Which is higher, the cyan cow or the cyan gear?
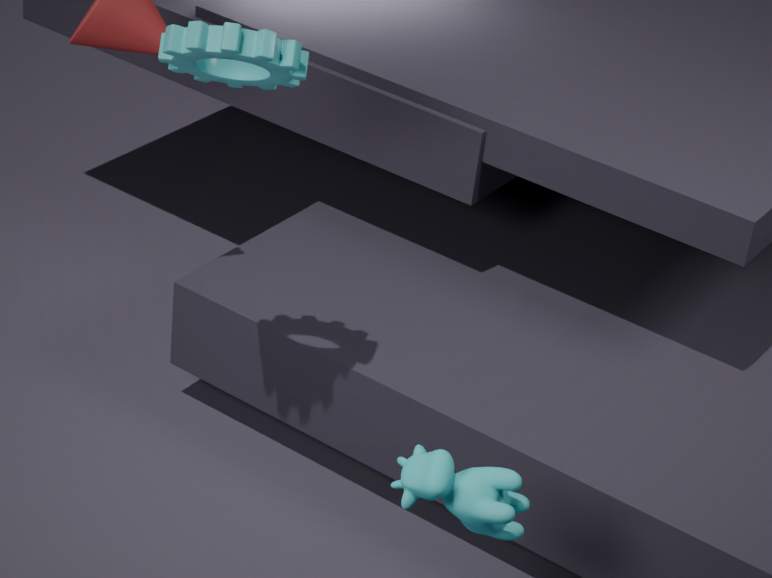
the cyan gear
